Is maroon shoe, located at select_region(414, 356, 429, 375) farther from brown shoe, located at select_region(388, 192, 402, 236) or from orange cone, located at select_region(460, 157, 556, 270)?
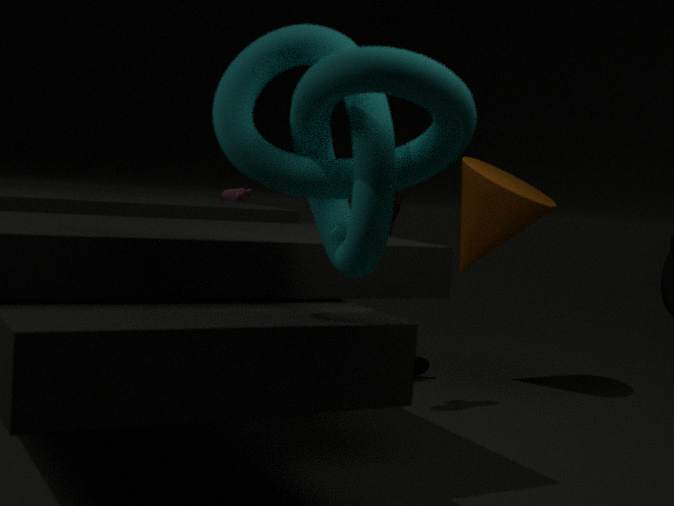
brown shoe, located at select_region(388, 192, 402, 236)
